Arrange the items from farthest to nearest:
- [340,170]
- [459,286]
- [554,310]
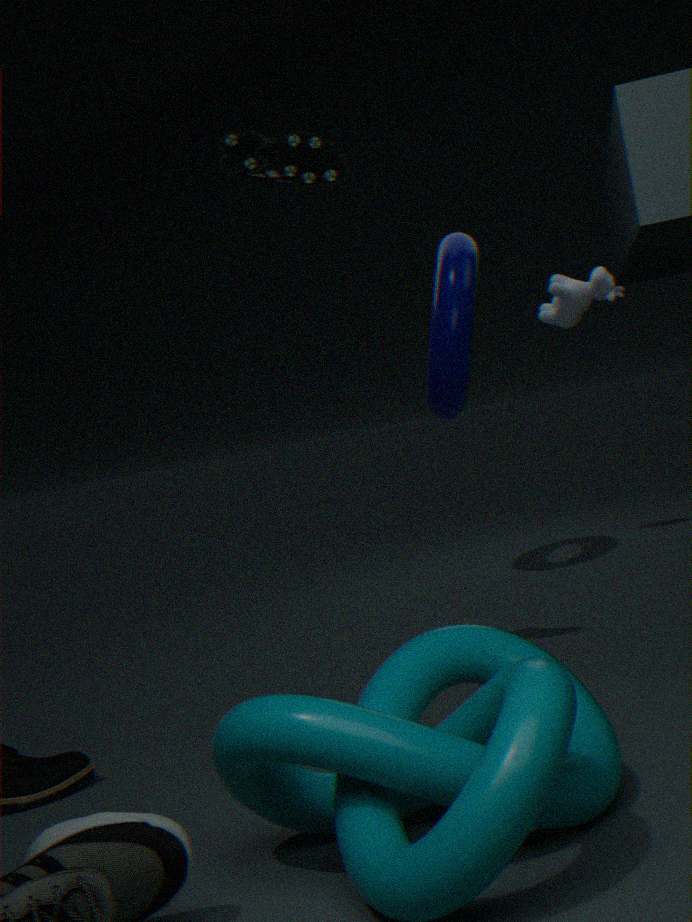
[554,310], [459,286], [340,170]
